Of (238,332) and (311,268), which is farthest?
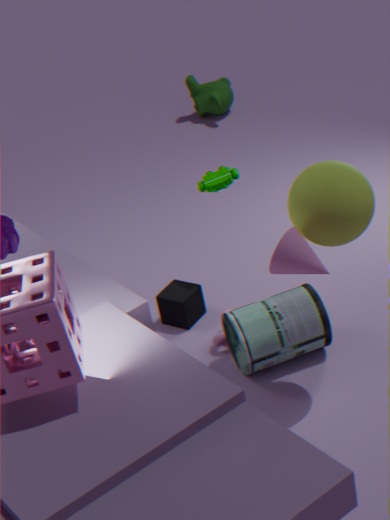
(238,332)
